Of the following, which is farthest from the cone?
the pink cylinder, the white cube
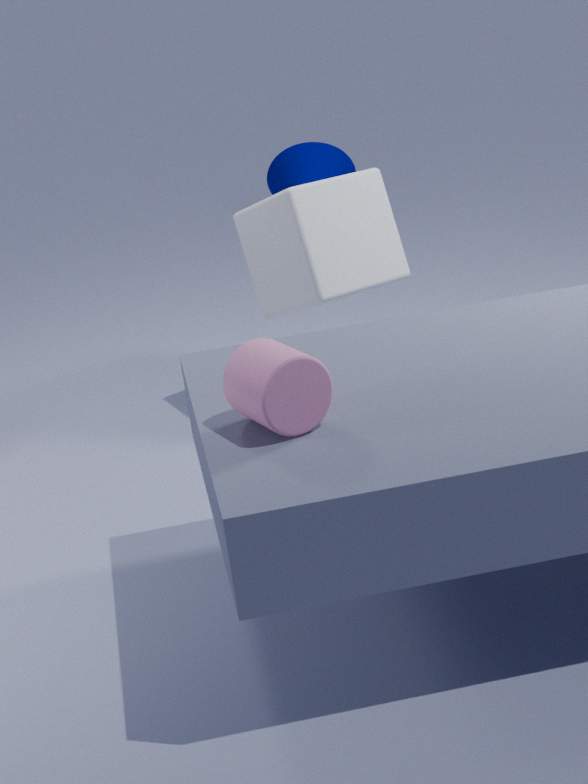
the pink cylinder
